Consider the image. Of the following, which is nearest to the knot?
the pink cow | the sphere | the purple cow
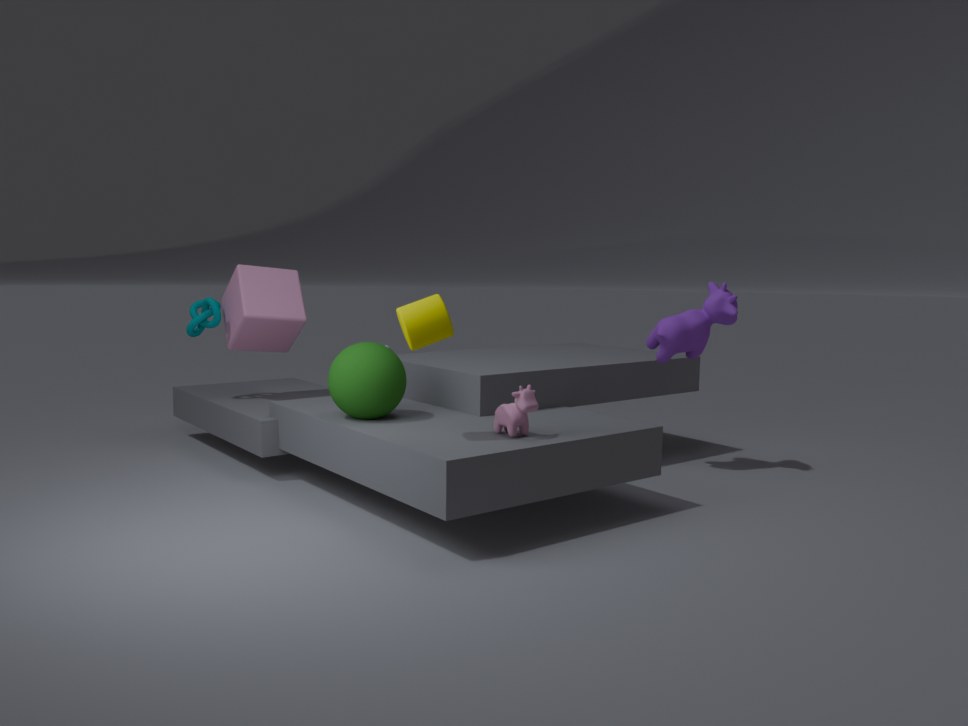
the sphere
